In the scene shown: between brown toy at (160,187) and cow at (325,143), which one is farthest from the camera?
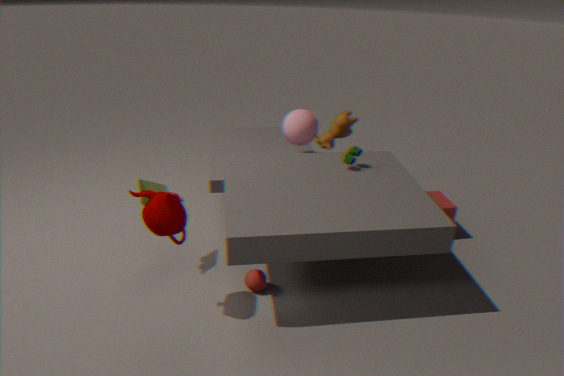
cow at (325,143)
